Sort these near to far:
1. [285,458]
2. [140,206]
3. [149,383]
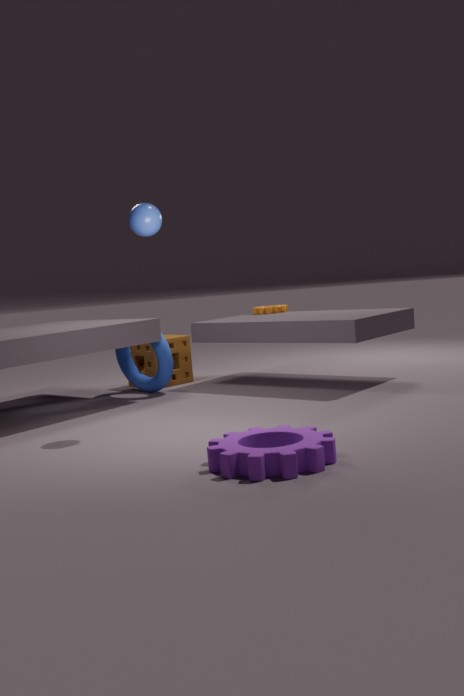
[285,458]
[140,206]
[149,383]
